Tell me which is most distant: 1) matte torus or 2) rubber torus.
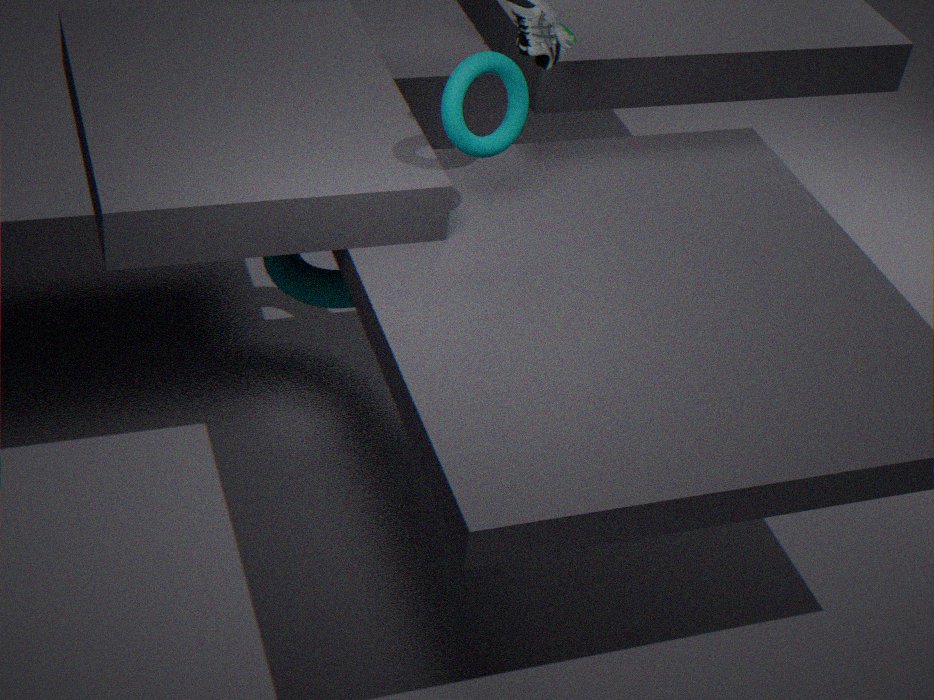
2. rubber torus
